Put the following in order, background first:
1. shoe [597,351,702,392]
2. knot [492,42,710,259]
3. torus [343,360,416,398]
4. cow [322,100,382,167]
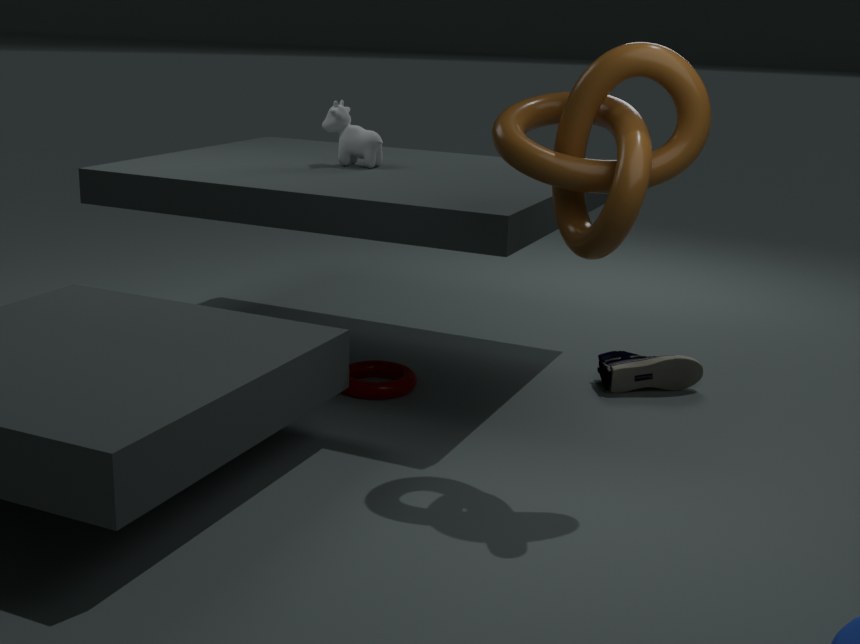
cow [322,100,382,167], shoe [597,351,702,392], torus [343,360,416,398], knot [492,42,710,259]
